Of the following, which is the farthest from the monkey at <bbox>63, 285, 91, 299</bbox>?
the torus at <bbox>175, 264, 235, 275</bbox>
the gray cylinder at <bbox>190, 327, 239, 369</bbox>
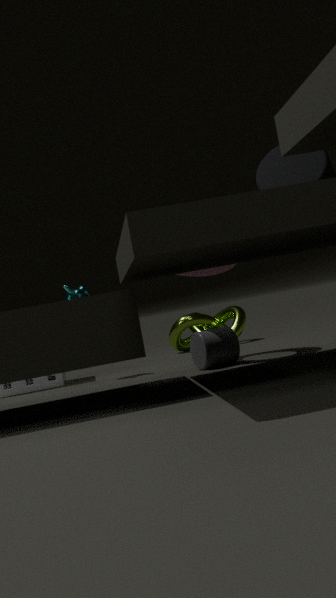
the gray cylinder at <bbox>190, 327, 239, 369</bbox>
